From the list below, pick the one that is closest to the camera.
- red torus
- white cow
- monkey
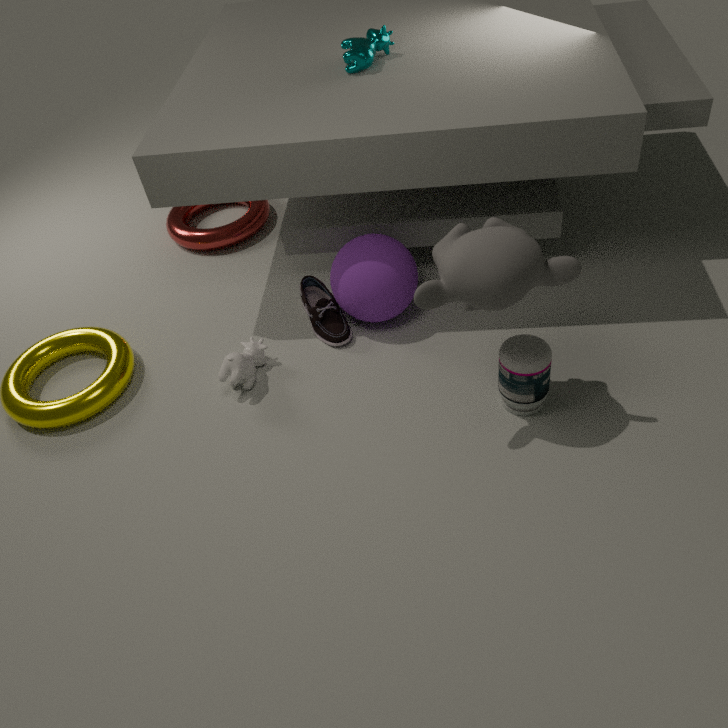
monkey
